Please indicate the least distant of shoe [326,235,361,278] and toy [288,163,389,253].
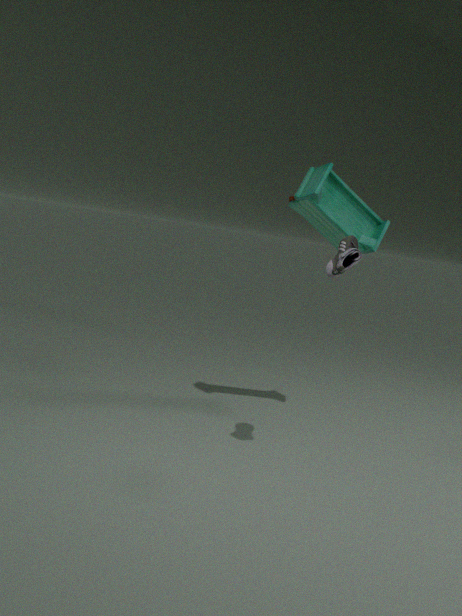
shoe [326,235,361,278]
